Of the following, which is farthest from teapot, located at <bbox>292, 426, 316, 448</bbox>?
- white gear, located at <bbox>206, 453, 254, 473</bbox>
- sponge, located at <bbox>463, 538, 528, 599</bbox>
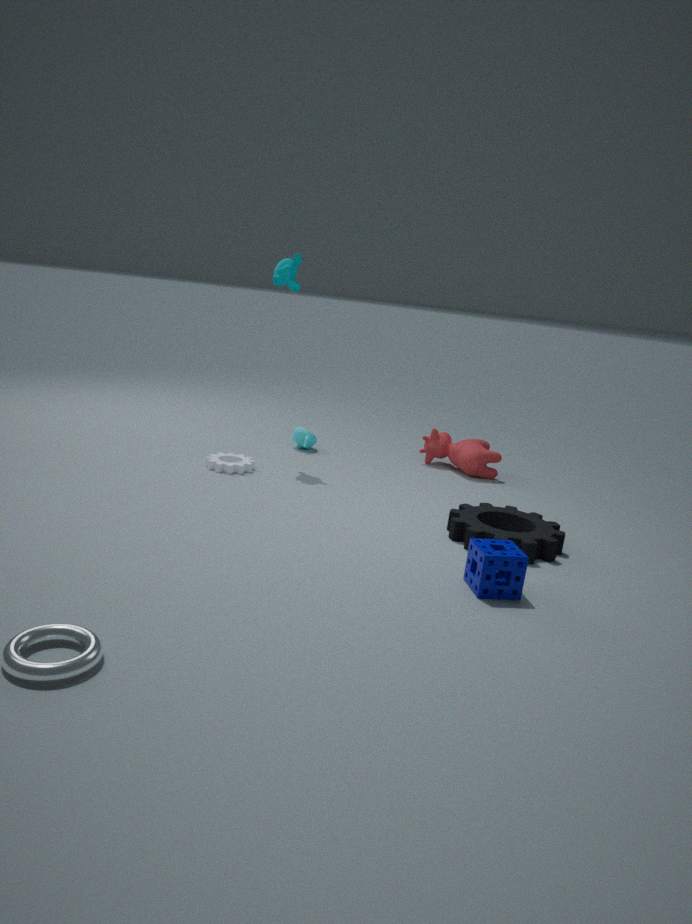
sponge, located at <bbox>463, 538, 528, 599</bbox>
